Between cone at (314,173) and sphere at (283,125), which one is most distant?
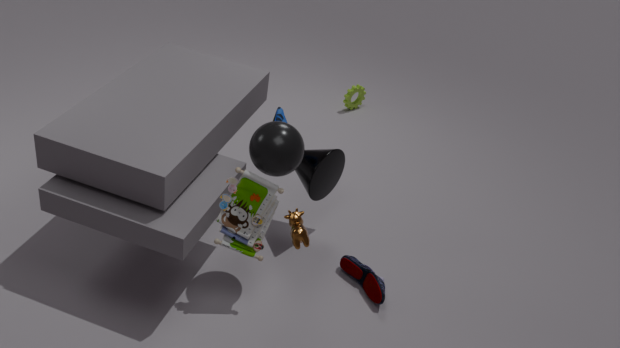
cone at (314,173)
